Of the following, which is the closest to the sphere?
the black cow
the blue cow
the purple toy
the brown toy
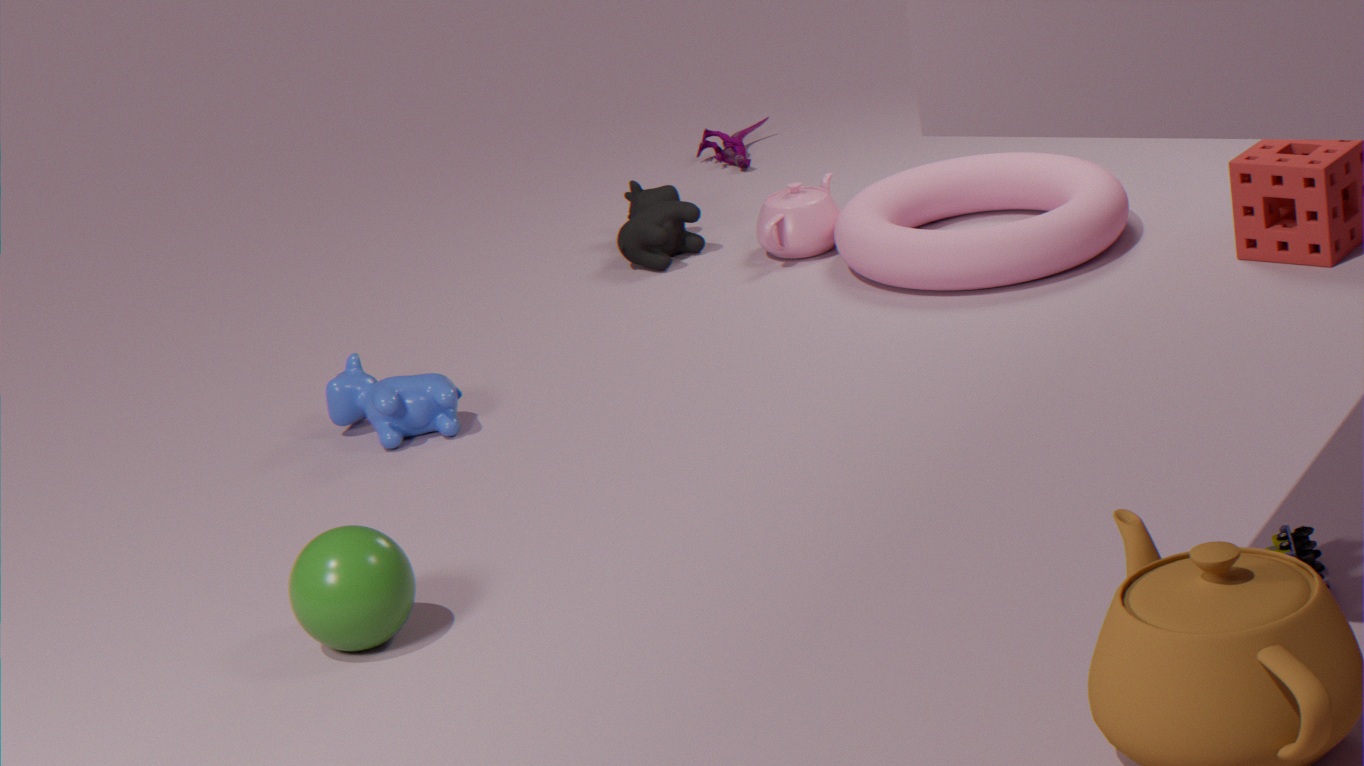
the blue cow
